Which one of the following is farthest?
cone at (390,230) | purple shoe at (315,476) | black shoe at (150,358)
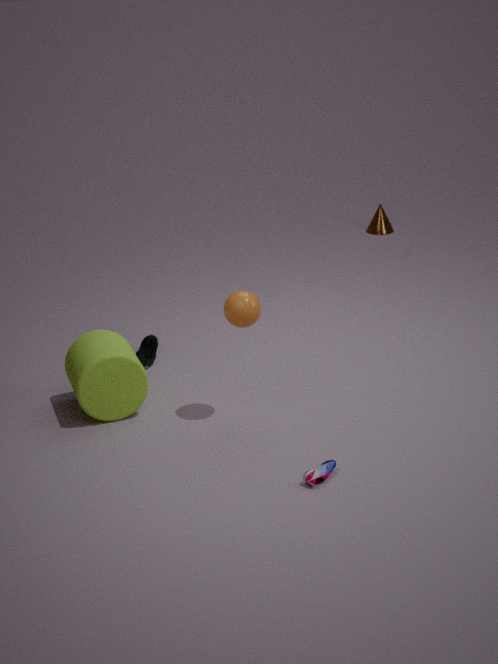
cone at (390,230)
